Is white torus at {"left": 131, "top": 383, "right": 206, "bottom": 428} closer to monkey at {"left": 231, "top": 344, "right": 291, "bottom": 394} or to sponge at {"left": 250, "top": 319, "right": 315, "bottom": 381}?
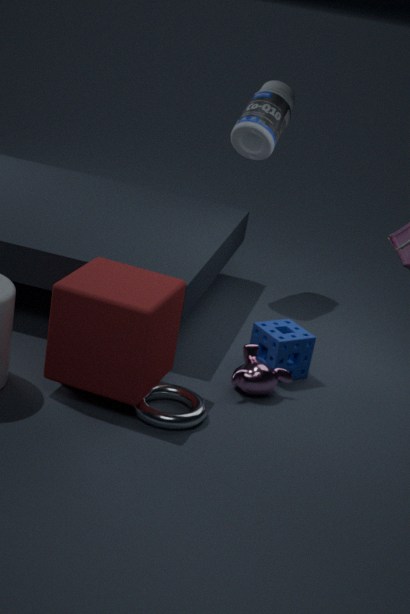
monkey at {"left": 231, "top": 344, "right": 291, "bottom": 394}
